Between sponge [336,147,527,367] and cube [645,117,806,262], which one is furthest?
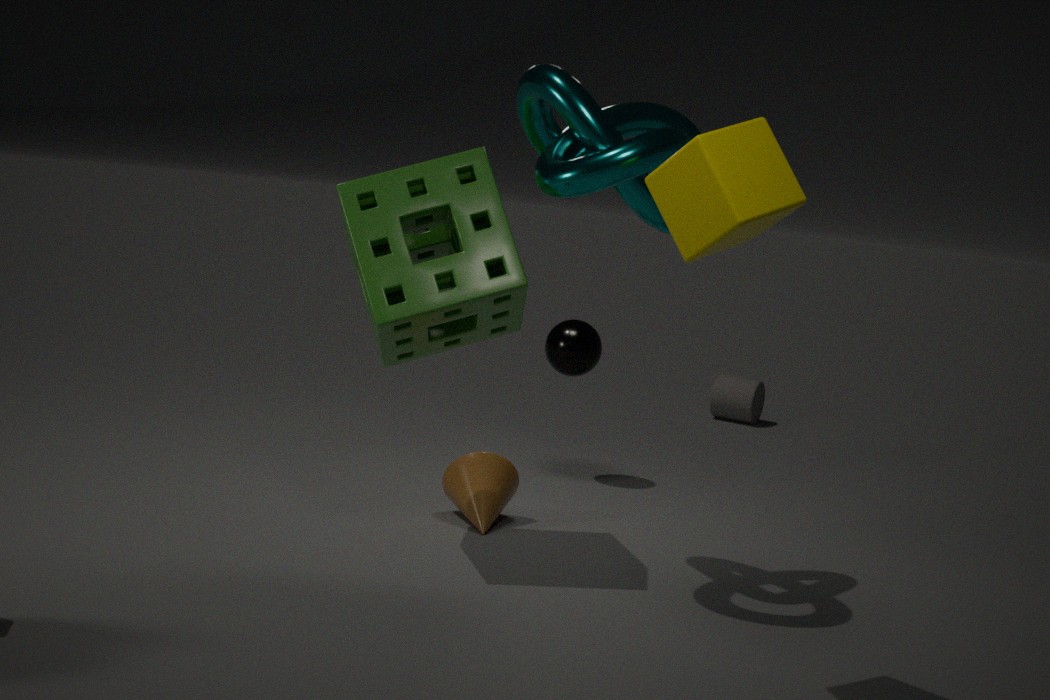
sponge [336,147,527,367]
